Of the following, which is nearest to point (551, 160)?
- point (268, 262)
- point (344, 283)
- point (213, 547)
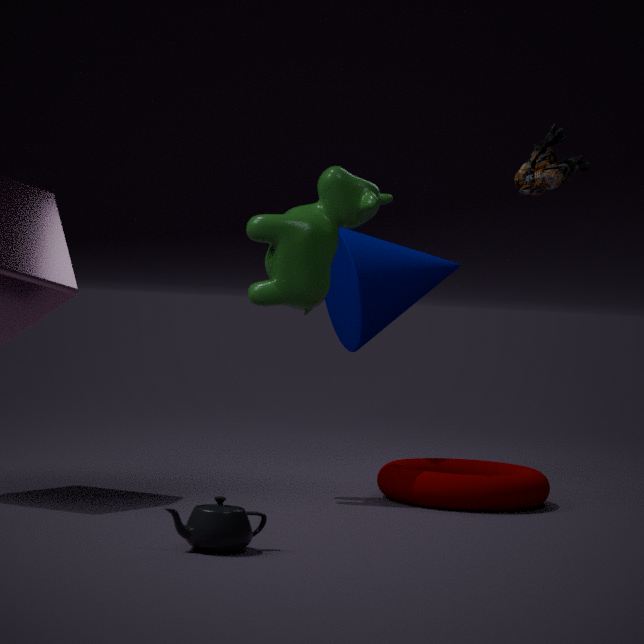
point (268, 262)
